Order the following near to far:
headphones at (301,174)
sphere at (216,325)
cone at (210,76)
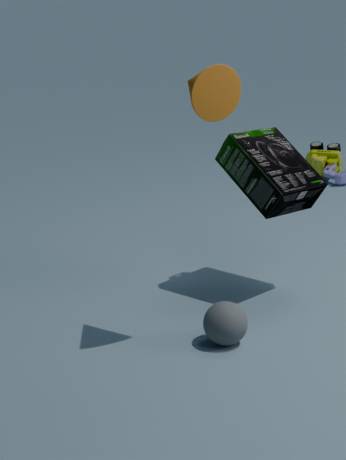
1. cone at (210,76)
2. sphere at (216,325)
3. headphones at (301,174)
